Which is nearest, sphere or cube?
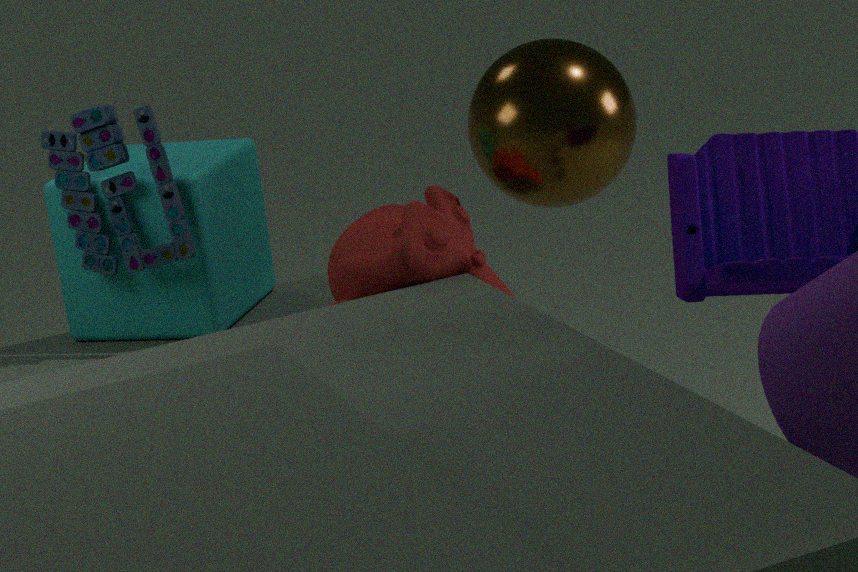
sphere
